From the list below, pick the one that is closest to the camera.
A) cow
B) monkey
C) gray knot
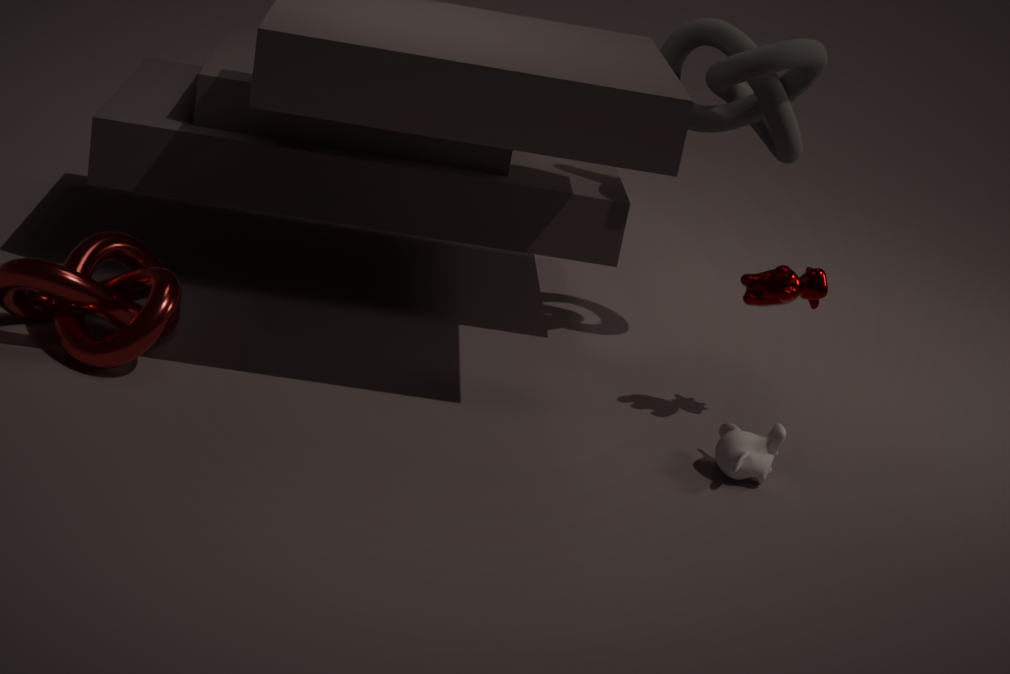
monkey
